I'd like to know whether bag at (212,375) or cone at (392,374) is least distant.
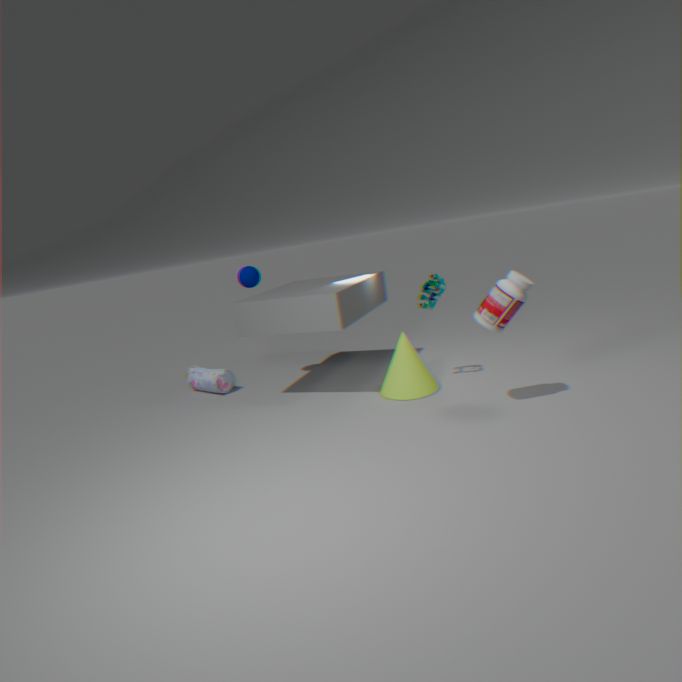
cone at (392,374)
